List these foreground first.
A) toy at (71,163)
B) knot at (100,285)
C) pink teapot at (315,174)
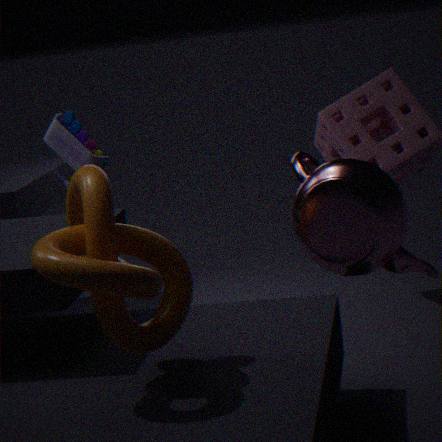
knot at (100,285)
pink teapot at (315,174)
toy at (71,163)
